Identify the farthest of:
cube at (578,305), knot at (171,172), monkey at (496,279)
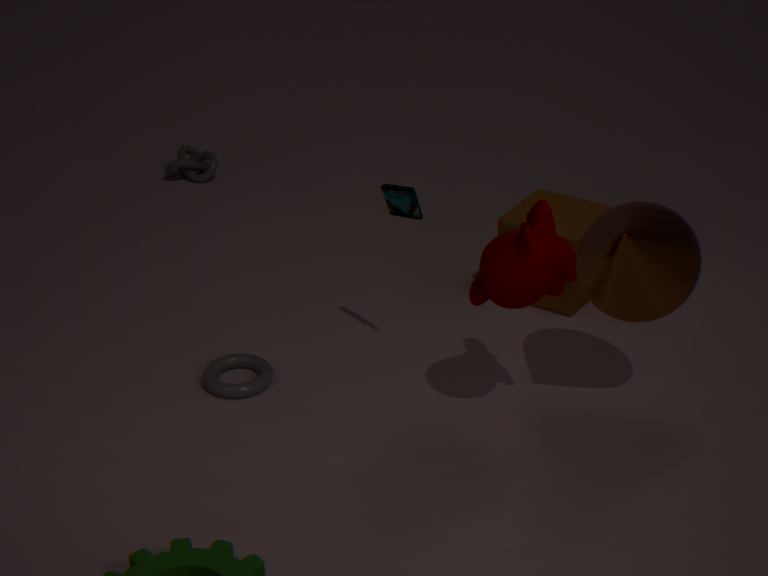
knot at (171,172)
